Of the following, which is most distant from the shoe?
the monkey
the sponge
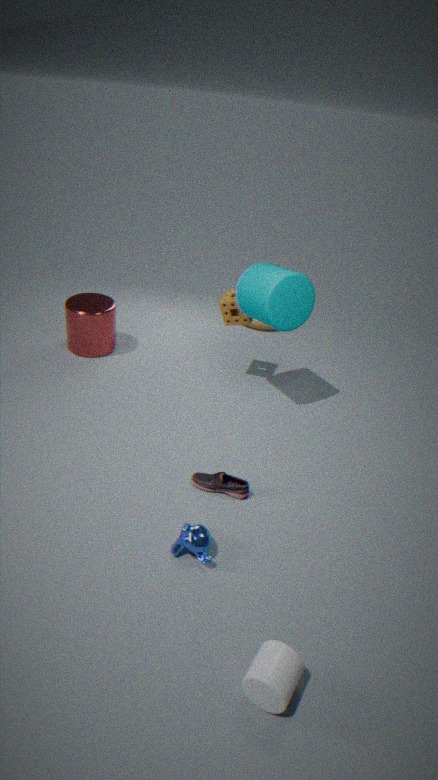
the sponge
